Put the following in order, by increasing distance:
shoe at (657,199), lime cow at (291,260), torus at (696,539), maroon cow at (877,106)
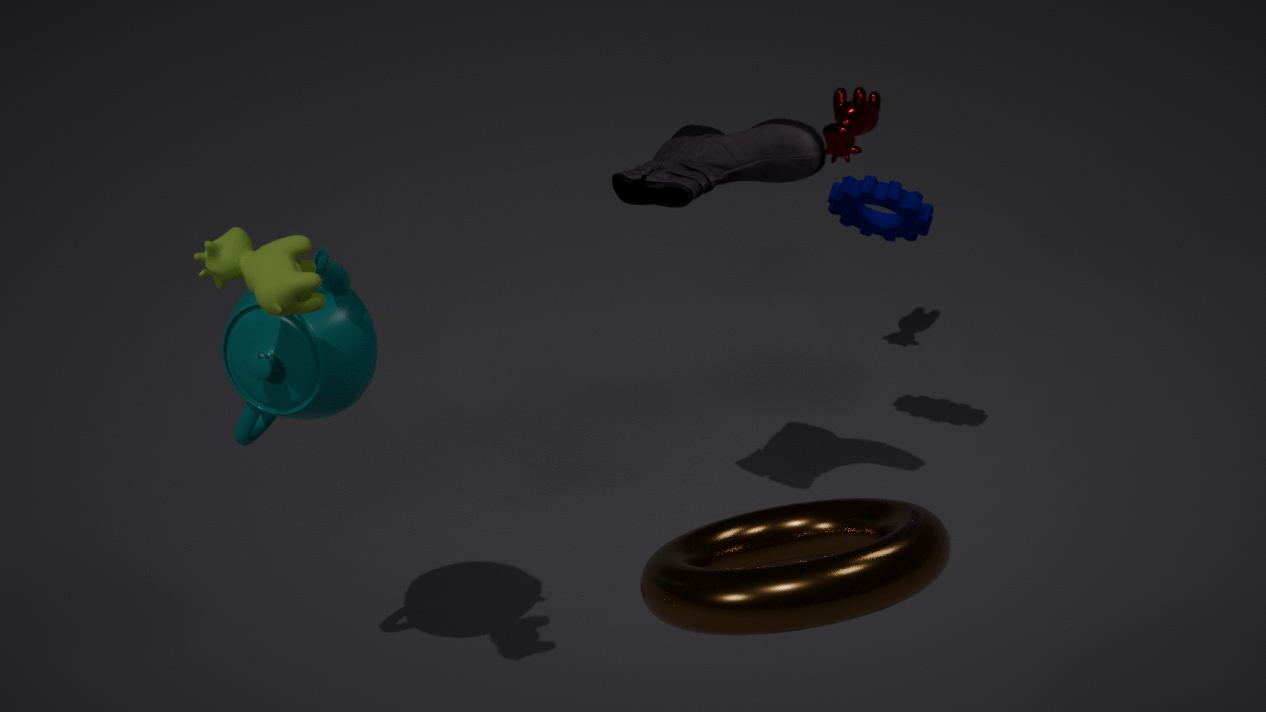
torus at (696,539) → lime cow at (291,260) → shoe at (657,199) → maroon cow at (877,106)
